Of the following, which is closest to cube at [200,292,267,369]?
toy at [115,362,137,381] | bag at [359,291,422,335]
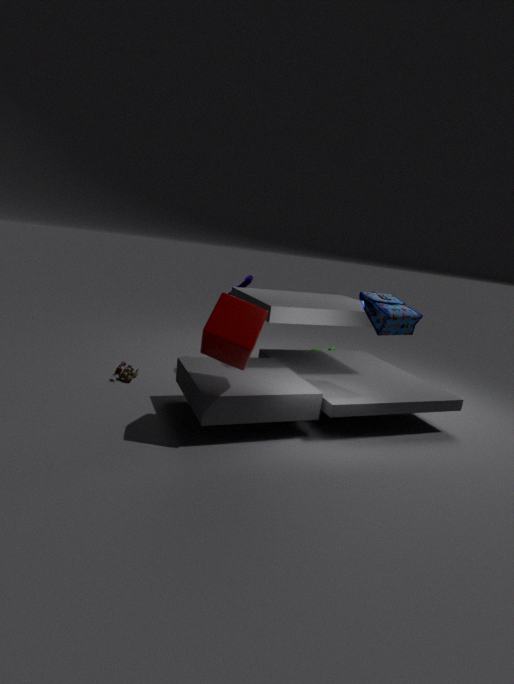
bag at [359,291,422,335]
